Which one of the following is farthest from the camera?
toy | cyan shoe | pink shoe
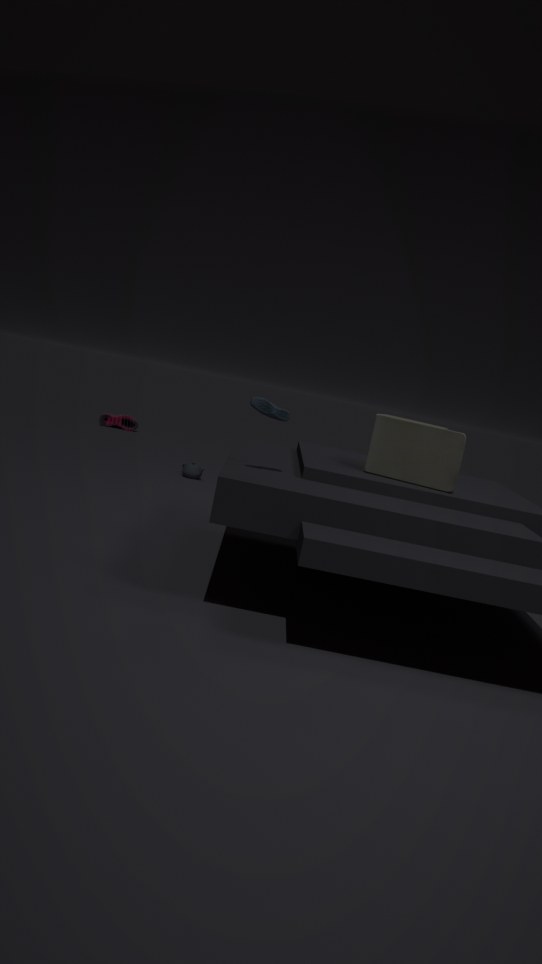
pink shoe
